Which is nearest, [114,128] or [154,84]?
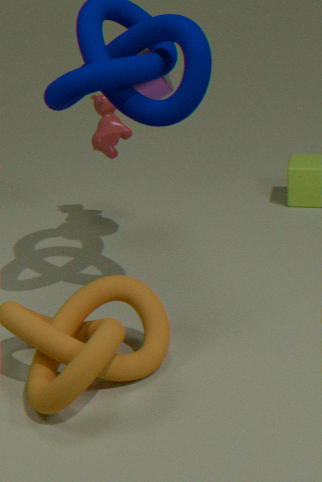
[154,84]
